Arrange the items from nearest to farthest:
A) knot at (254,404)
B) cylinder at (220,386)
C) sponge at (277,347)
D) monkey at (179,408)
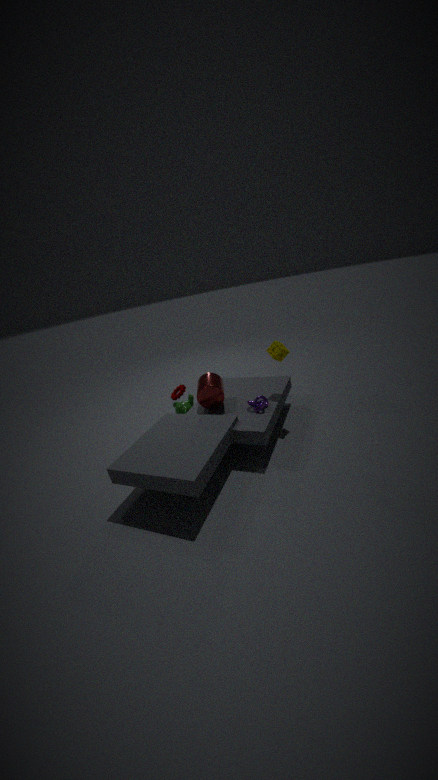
knot at (254,404) < cylinder at (220,386) < sponge at (277,347) < monkey at (179,408)
